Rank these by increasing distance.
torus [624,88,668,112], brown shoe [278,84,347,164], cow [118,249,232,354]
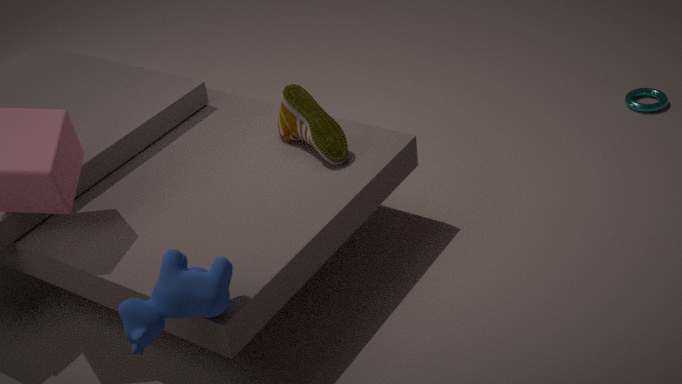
cow [118,249,232,354]
brown shoe [278,84,347,164]
torus [624,88,668,112]
